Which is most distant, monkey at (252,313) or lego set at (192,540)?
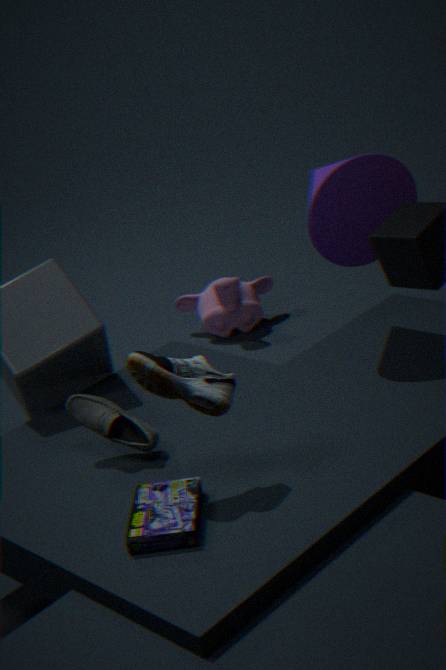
monkey at (252,313)
